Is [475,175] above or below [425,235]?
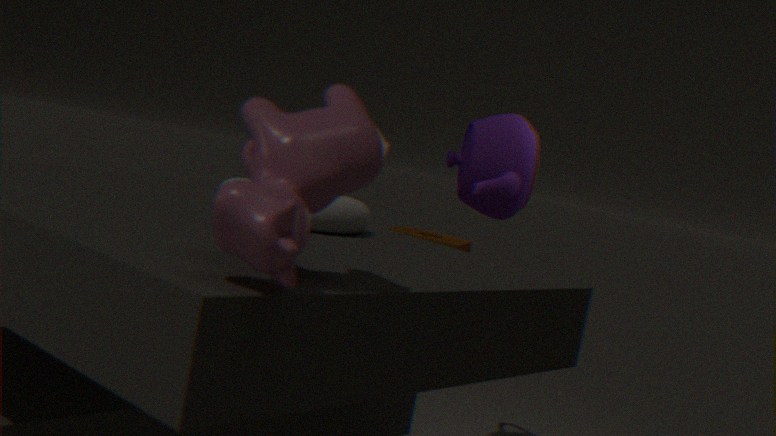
above
